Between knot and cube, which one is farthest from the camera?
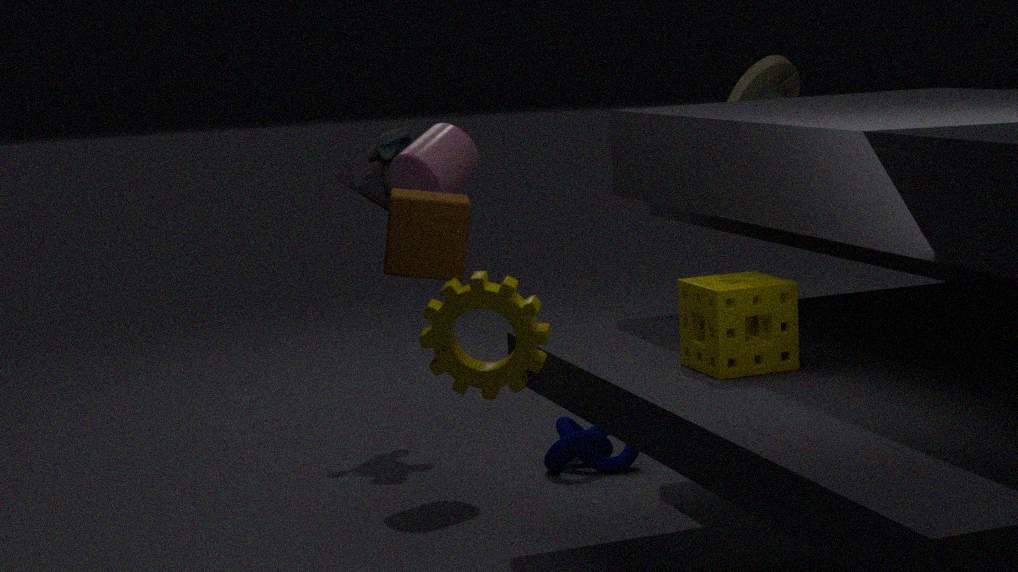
knot
